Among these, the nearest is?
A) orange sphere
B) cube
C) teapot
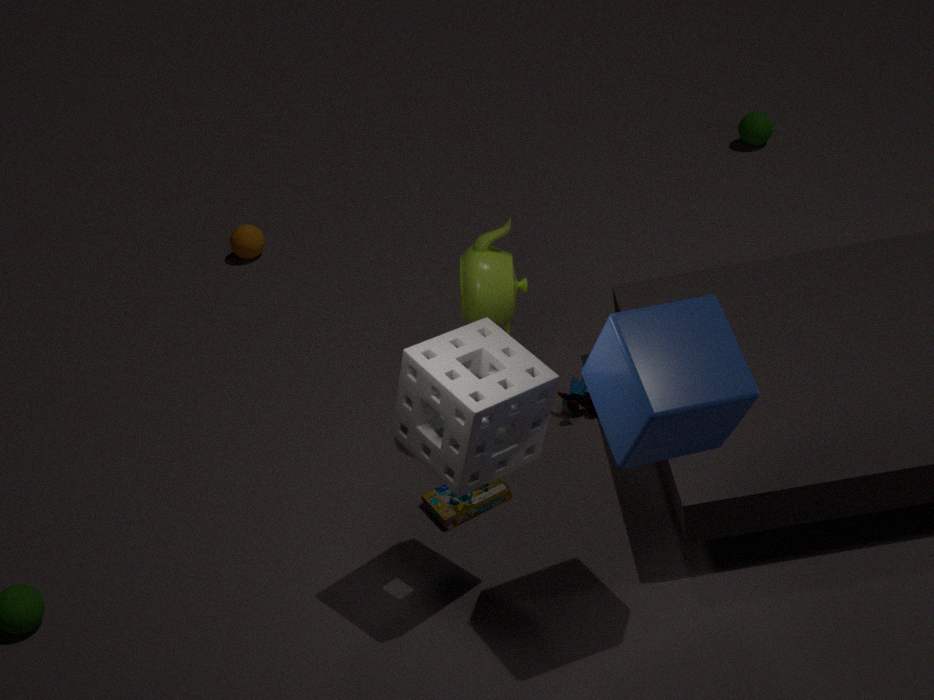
B. cube
